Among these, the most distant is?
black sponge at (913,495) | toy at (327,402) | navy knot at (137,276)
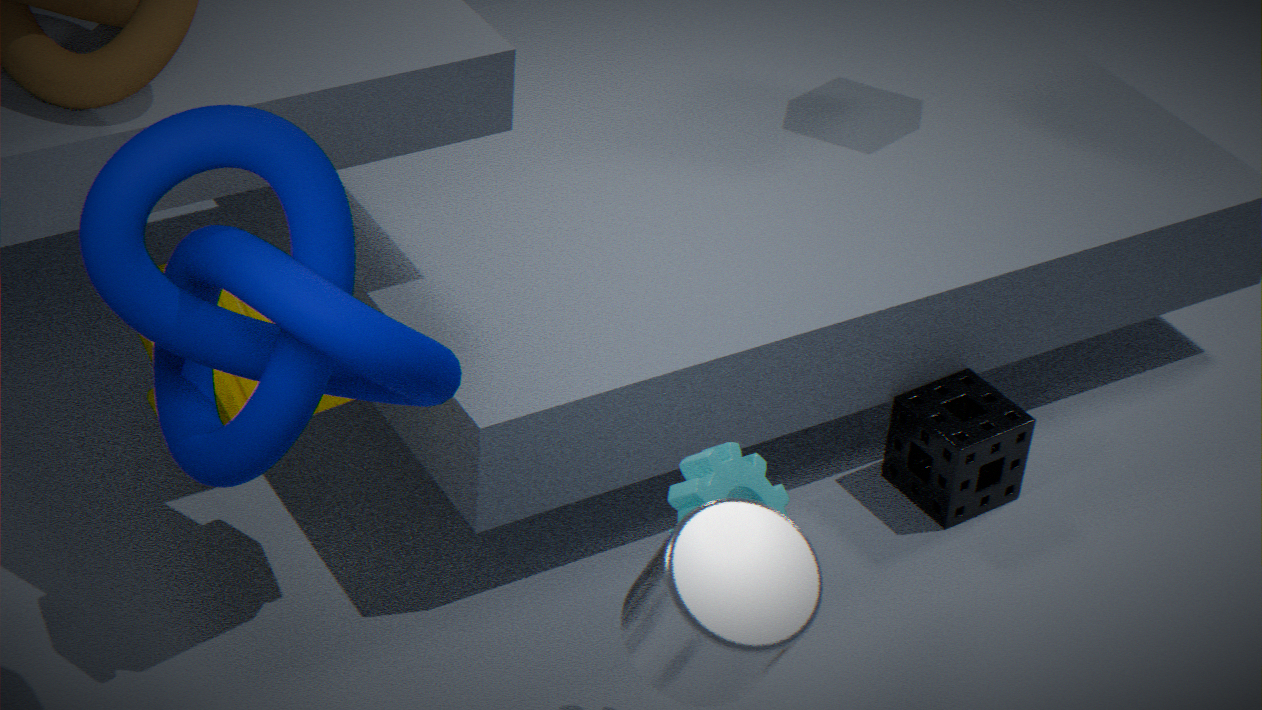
black sponge at (913,495)
